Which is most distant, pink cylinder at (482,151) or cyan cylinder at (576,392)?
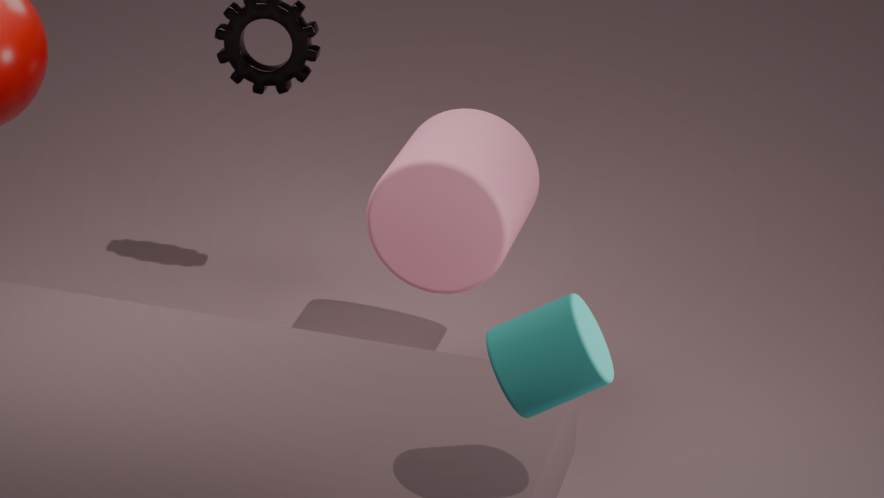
pink cylinder at (482,151)
